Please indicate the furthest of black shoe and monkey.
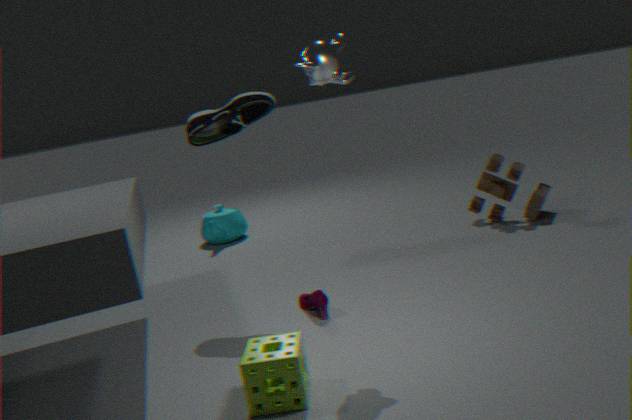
black shoe
